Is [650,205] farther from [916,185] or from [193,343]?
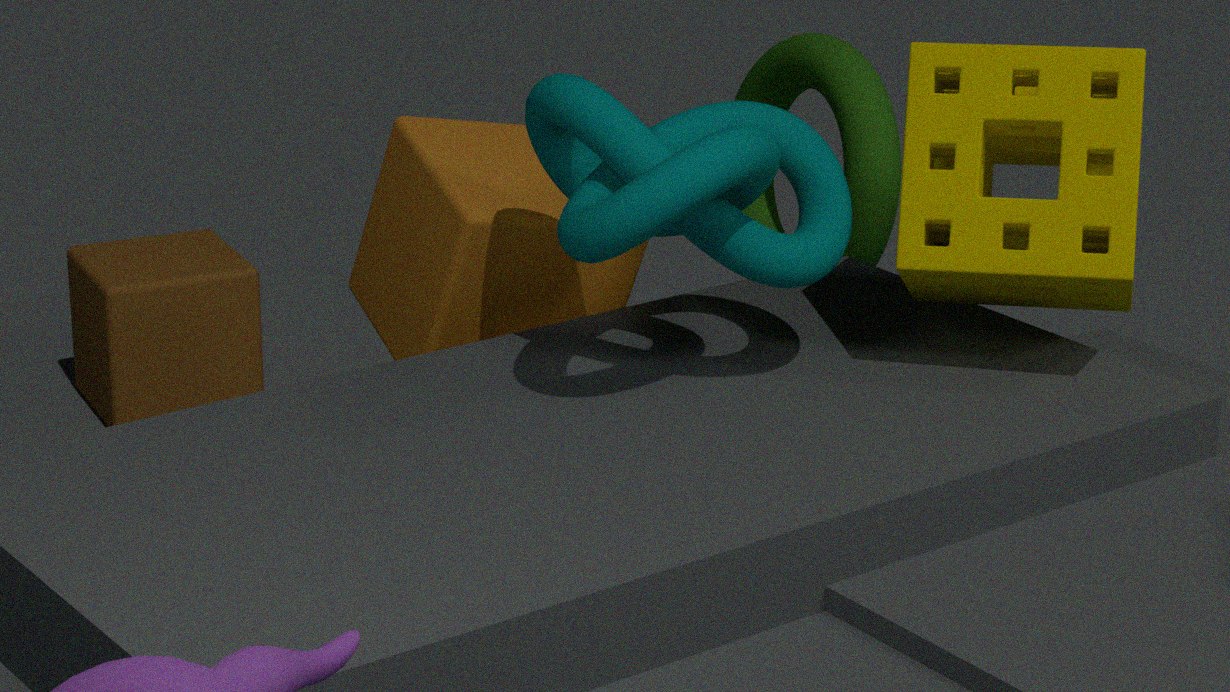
[193,343]
